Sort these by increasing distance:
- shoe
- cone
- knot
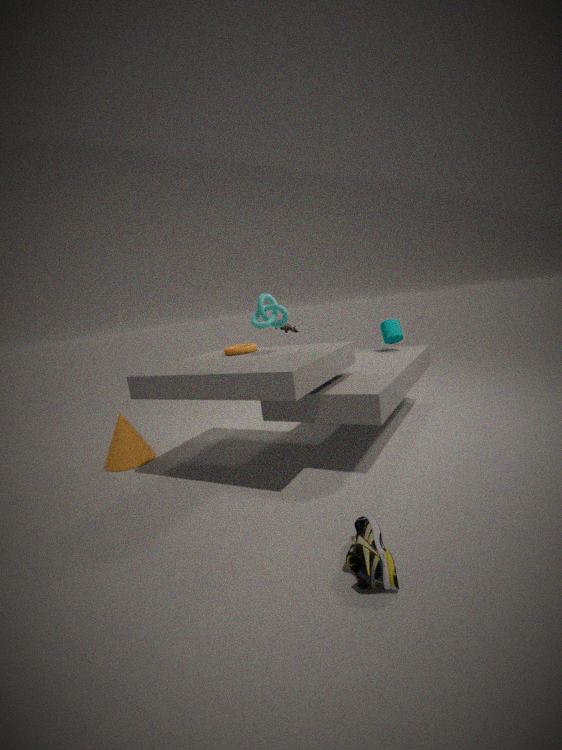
shoe → knot → cone
